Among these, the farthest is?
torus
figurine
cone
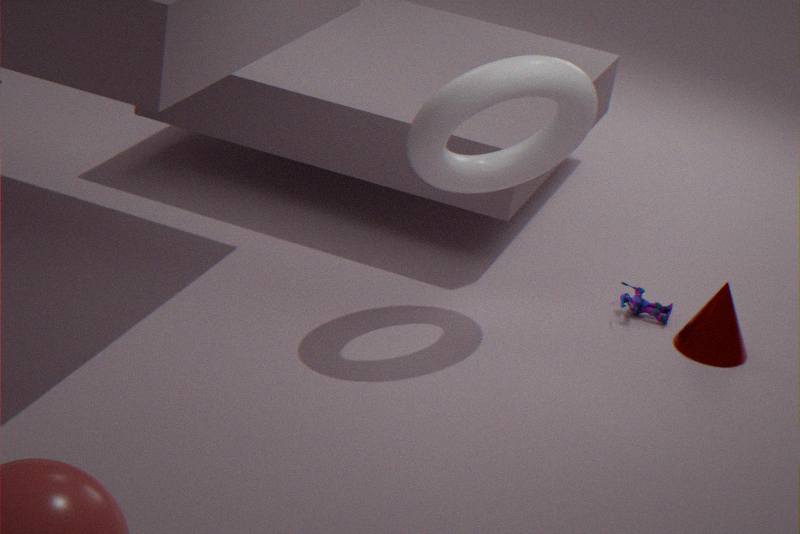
figurine
